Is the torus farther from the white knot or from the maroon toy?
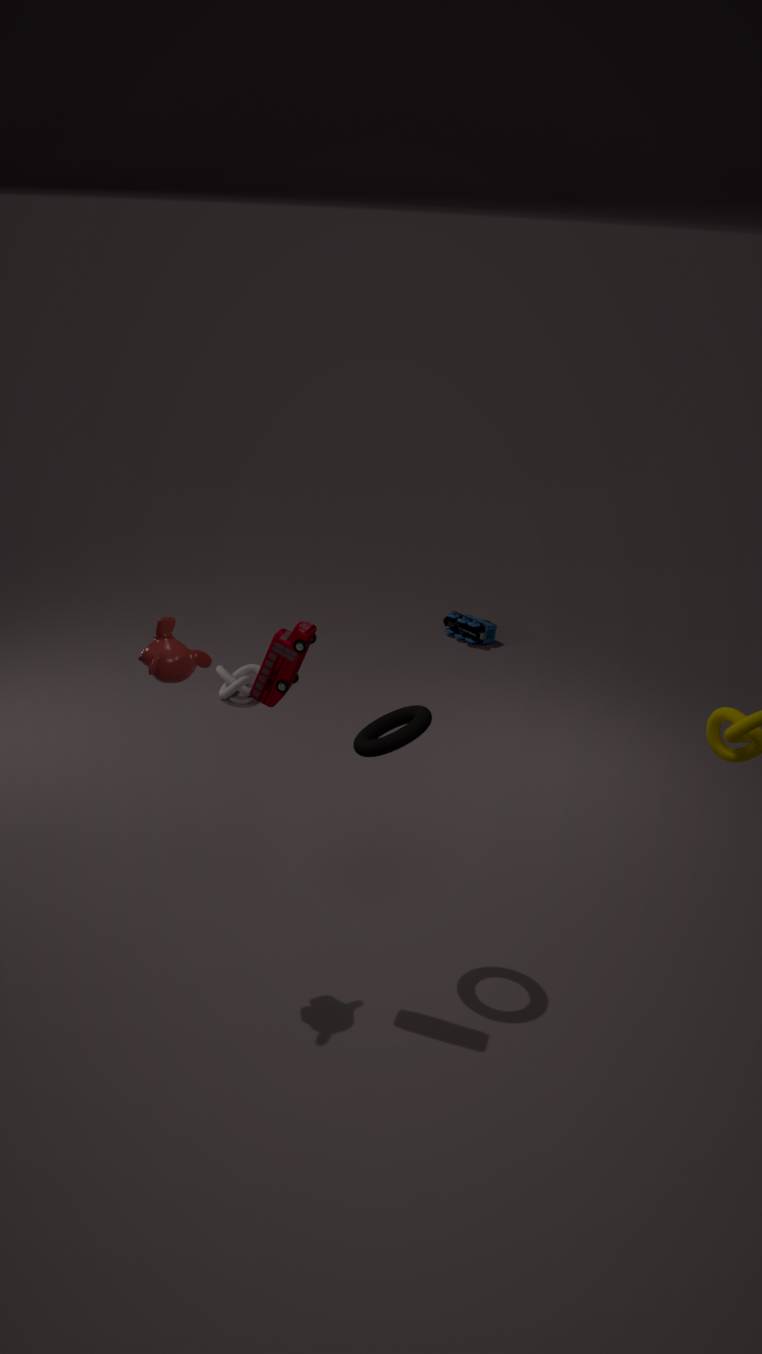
the white knot
